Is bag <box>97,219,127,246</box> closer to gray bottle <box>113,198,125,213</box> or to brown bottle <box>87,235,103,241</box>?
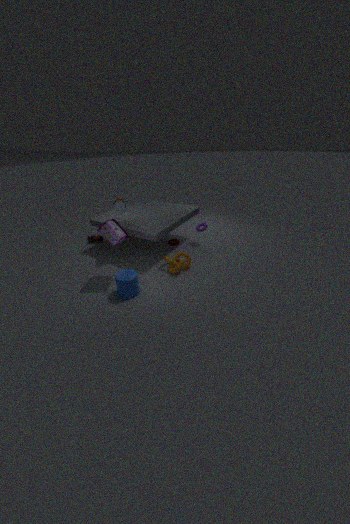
gray bottle <box>113,198,125,213</box>
